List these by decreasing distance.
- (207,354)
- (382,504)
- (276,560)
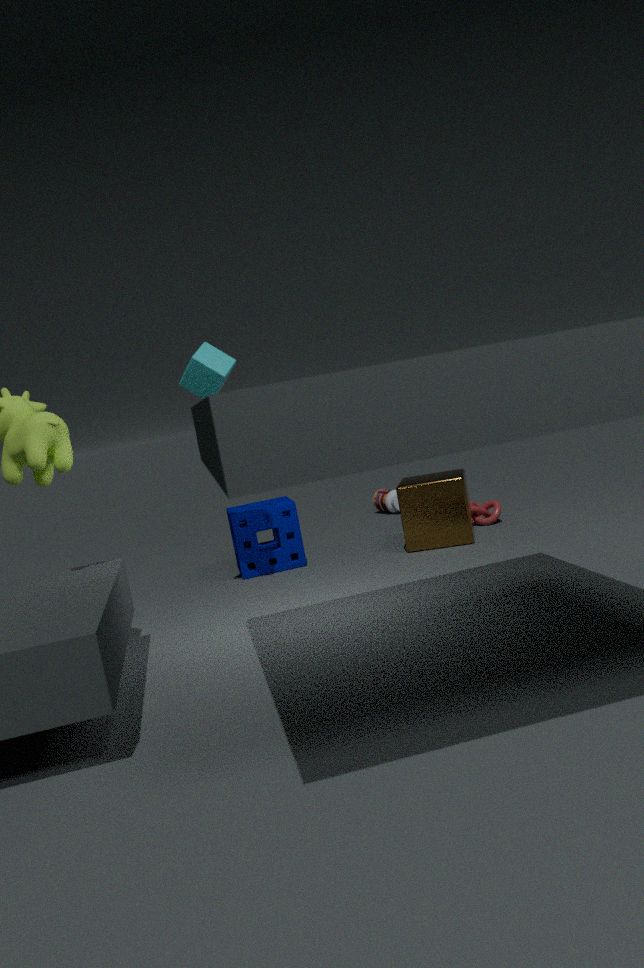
1. (382,504)
2. (276,560)
3. (207,354)
